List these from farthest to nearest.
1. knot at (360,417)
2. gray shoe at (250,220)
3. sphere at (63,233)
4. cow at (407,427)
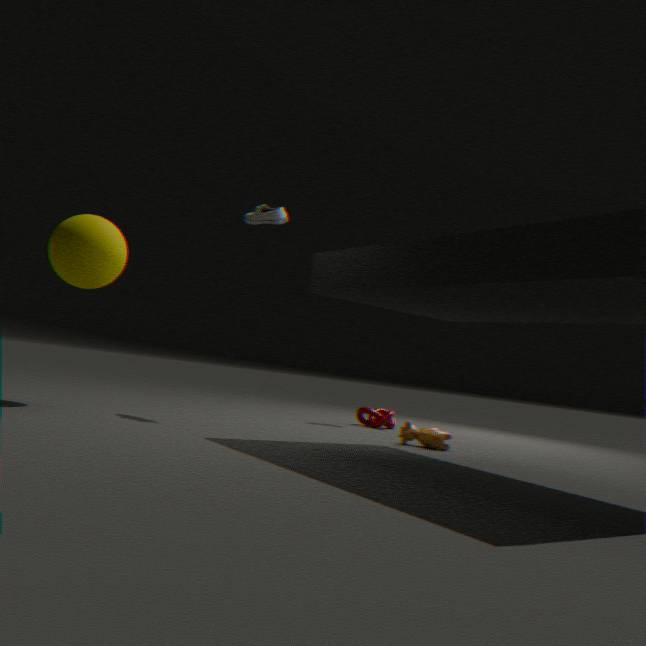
knot at (360,417) → cow at (407,427) → gray shoe at (250,220) → sphere at (63,233)
